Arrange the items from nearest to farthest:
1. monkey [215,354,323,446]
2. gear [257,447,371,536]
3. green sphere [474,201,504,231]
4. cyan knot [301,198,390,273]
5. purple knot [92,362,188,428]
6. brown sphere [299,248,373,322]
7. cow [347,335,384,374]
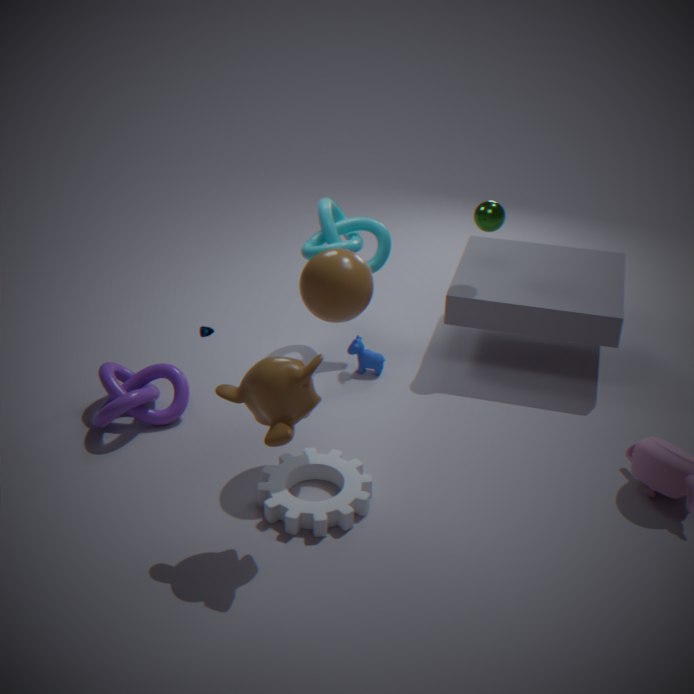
monkey [215,354,323,446], gear [257,447,371,536], brown sphere [299,248,373,322], purple knot [92,362,188,428], green sphere [474,201,504,231], cyan knot [301,198,390,273], cow [347,335,384,374]
